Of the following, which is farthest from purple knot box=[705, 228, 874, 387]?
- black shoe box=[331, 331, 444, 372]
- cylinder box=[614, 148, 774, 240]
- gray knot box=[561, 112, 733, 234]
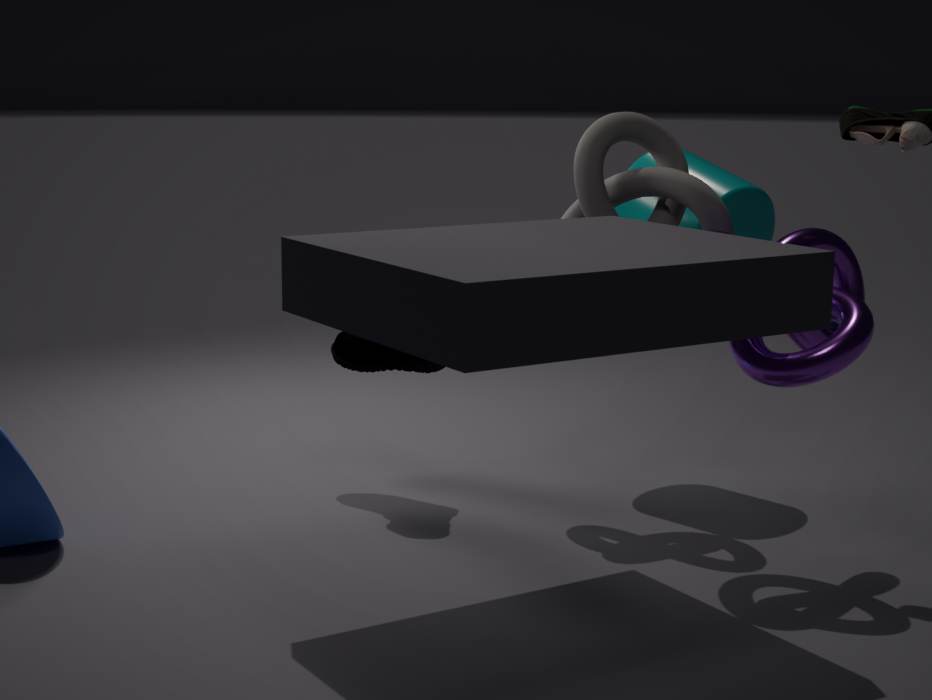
black shoe box=[331, 331, 444, 372]
